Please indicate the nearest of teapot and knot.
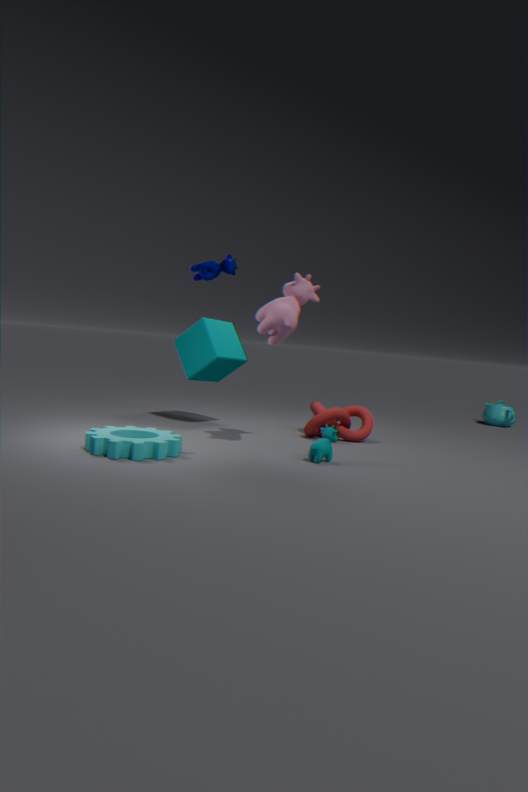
knot
